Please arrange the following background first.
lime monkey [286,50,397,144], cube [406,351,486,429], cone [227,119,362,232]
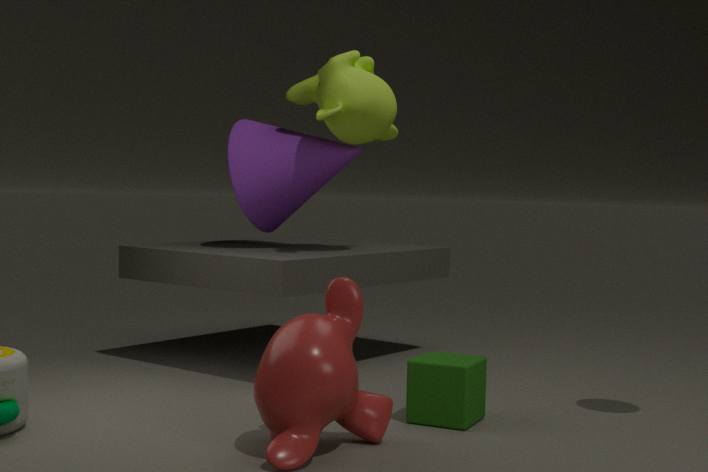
cone [227,119,362,232]
lime monkey [286,50,397,144]
cube [406,351,486,429]
